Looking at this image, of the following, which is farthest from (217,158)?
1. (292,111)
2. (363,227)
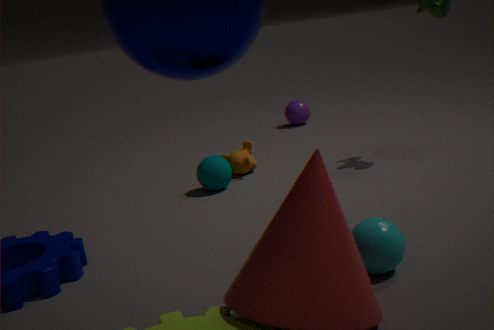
(292,111)
